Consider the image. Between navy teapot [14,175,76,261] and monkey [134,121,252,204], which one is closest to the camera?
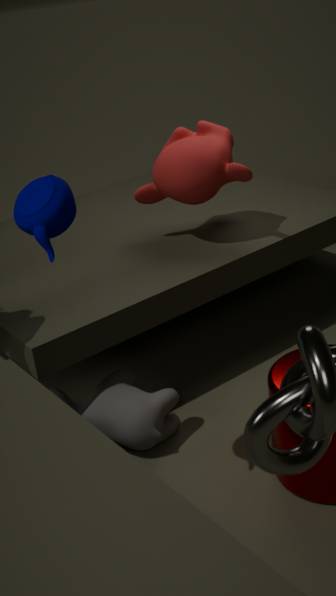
navy teapot [14,175,76,261]
